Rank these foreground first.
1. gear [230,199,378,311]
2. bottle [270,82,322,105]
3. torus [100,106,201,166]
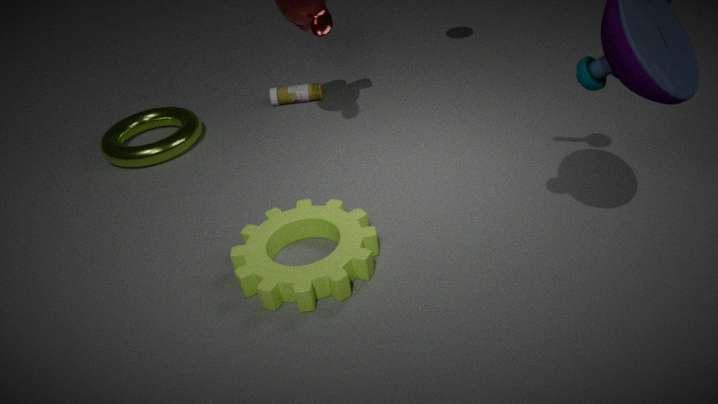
1. gear [230,199,378,311]
2. torus [100,106,201,166]
3. bottle [270,82,322,105]
